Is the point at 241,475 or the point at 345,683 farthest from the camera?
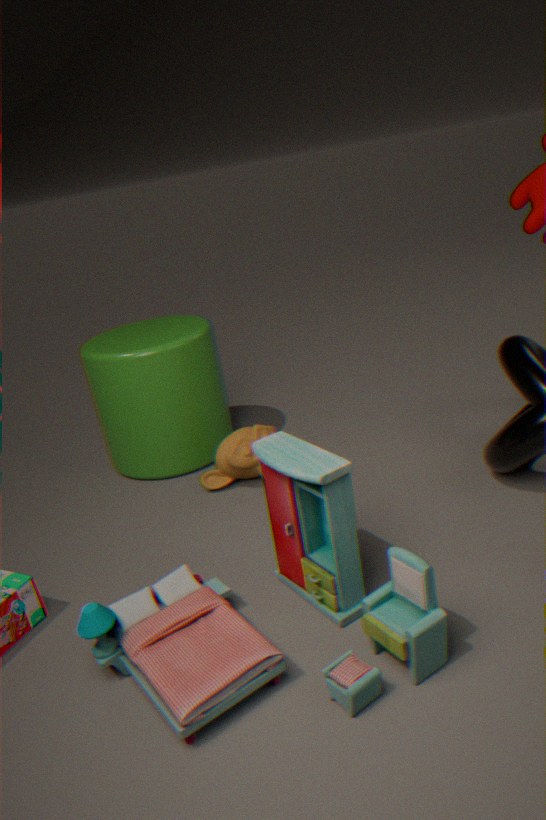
the point at 241,475
